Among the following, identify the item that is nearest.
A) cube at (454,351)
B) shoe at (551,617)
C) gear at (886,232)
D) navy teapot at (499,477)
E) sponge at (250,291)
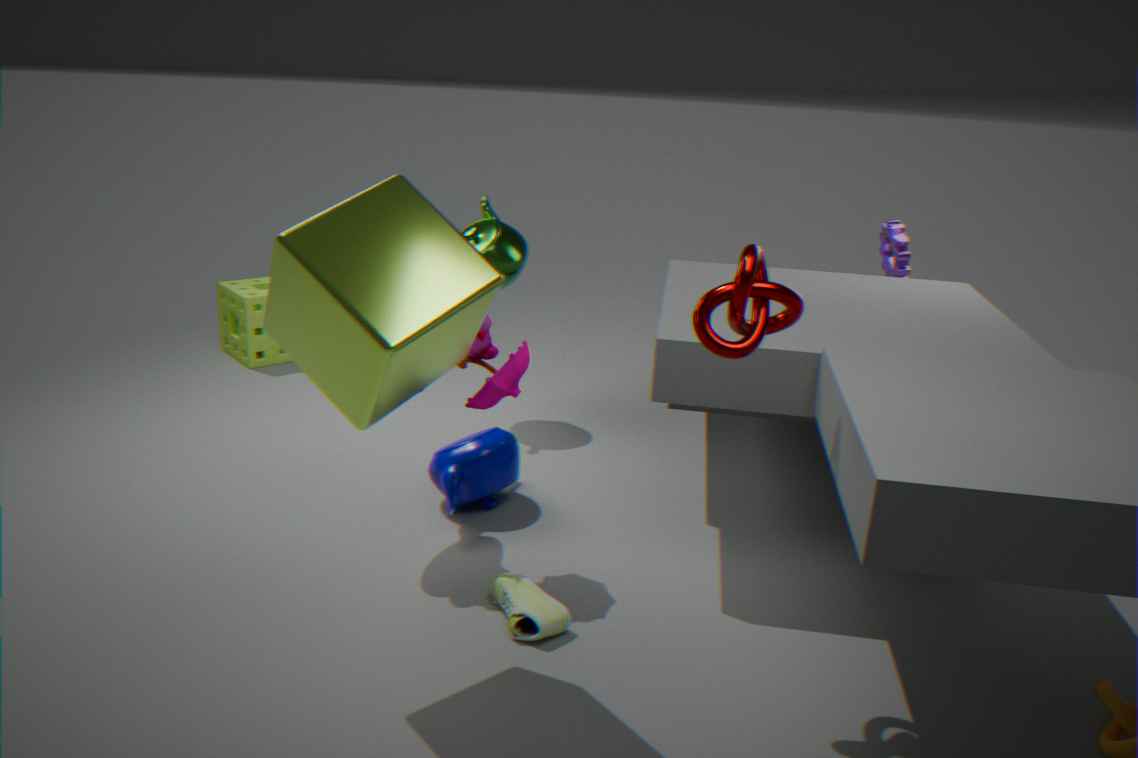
cube at (454,351)
